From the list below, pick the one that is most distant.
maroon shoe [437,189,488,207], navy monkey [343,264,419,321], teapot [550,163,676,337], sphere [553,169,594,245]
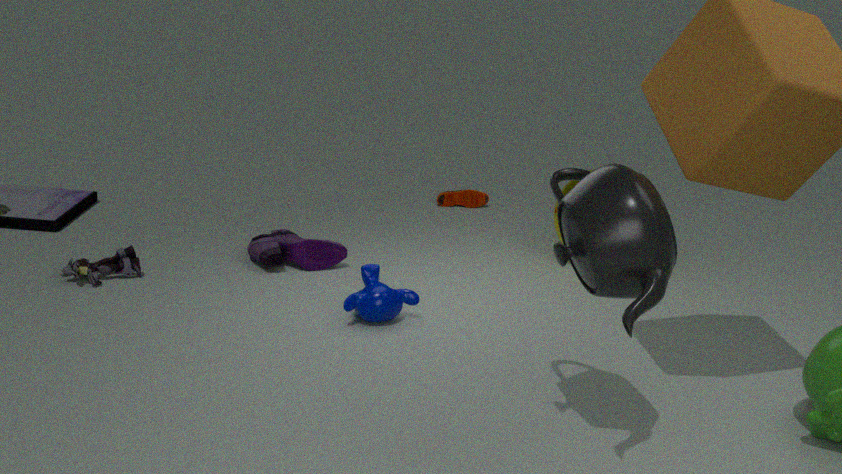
maroon shoe [437,189,488,207]
